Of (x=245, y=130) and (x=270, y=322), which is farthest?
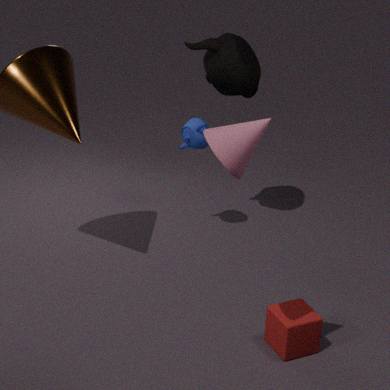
(x=270, y=322)
